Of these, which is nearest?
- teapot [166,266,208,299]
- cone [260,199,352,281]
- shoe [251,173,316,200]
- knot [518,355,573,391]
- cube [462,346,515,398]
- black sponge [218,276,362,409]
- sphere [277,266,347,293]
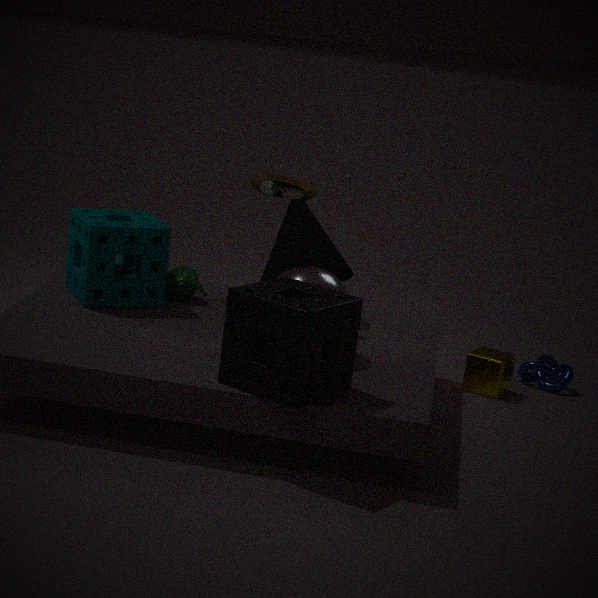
black sponge [218,276,362,409]
